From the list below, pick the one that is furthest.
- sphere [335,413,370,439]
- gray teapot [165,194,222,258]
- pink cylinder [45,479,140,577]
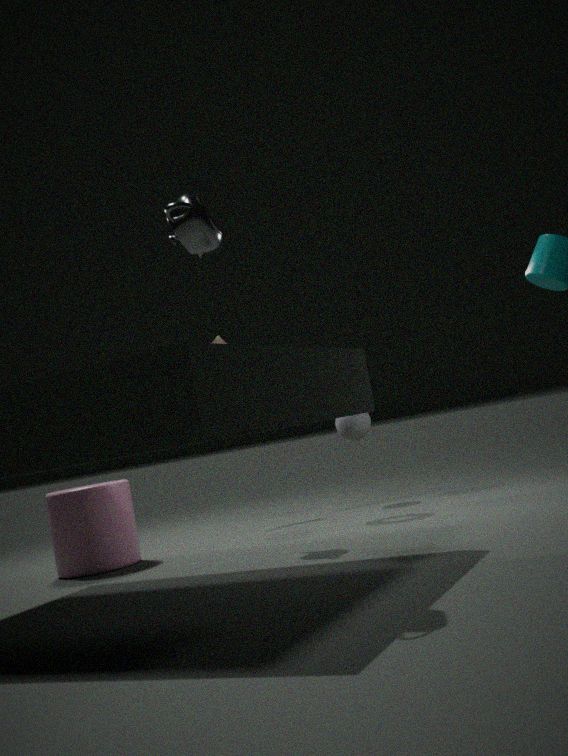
sphere [335,413,370,439]
